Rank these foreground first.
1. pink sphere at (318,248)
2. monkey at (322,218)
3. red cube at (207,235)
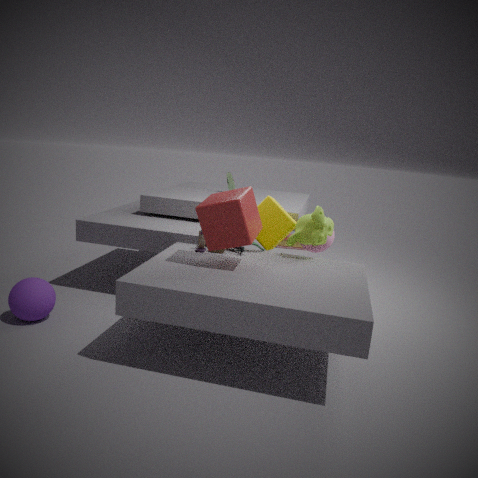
red cube at (207,235) < monkey at (322,218) < pink sphere at (318,248)
